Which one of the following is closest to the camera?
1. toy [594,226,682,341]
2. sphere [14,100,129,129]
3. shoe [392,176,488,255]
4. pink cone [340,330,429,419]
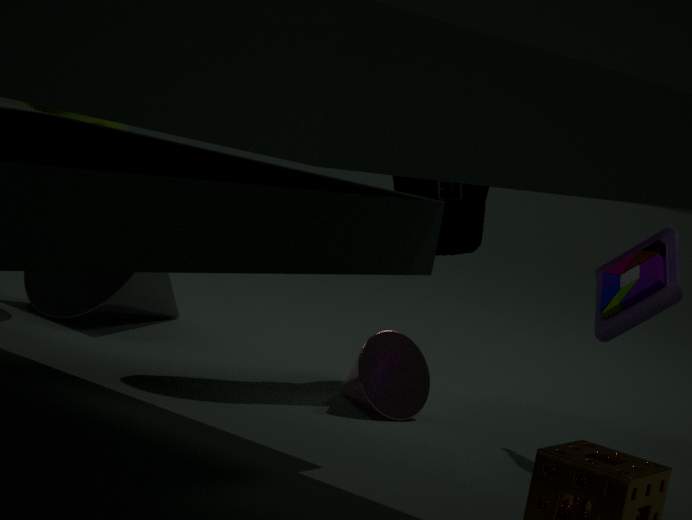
toy [594,226,682,341]
